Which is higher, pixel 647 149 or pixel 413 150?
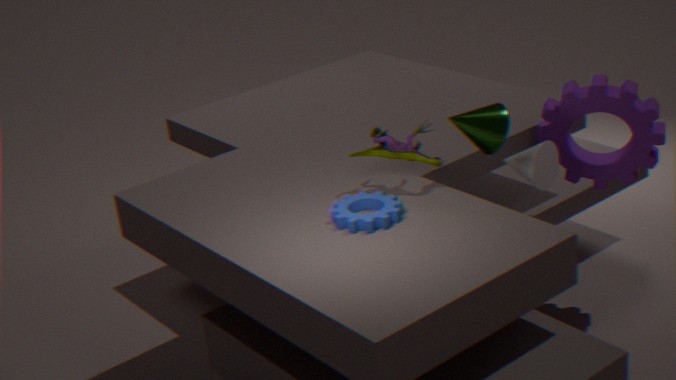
pixel 413 150
